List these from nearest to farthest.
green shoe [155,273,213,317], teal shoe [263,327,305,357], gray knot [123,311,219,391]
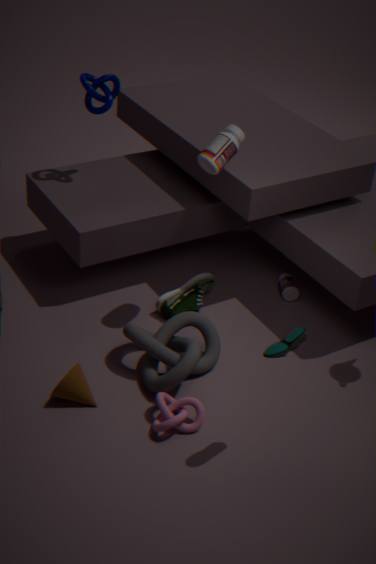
teal shoe [263,327,305,357], gray knot [123,311,219,391], green shoe [155,273,213,317]
